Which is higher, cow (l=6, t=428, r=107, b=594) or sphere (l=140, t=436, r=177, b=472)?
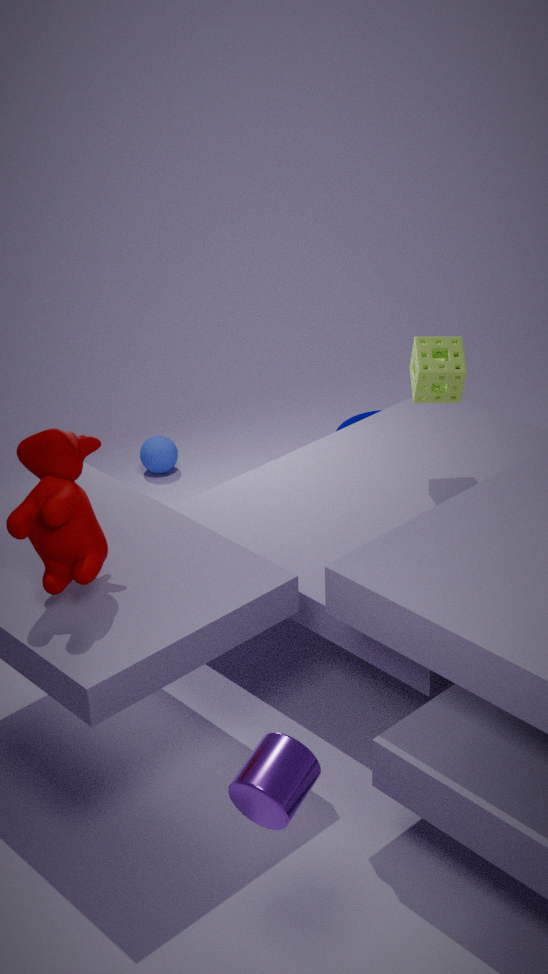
cow (l=6, t=428, r=107, b=594)
